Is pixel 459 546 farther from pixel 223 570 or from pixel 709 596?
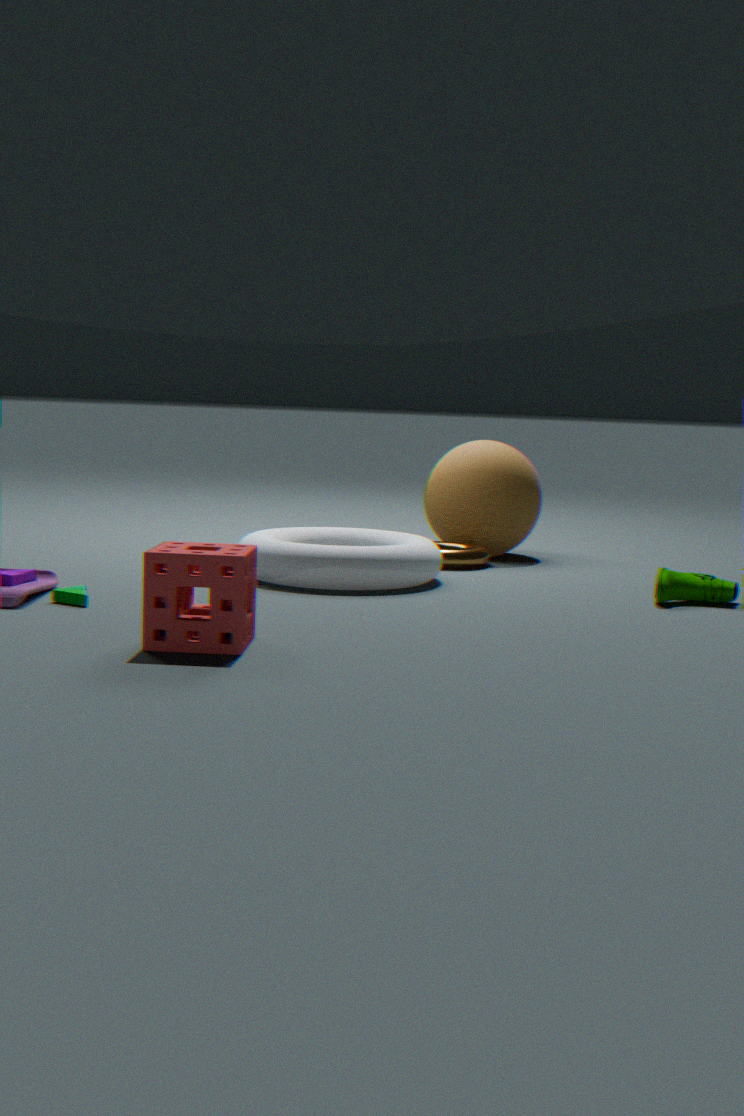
pixel 223 570
